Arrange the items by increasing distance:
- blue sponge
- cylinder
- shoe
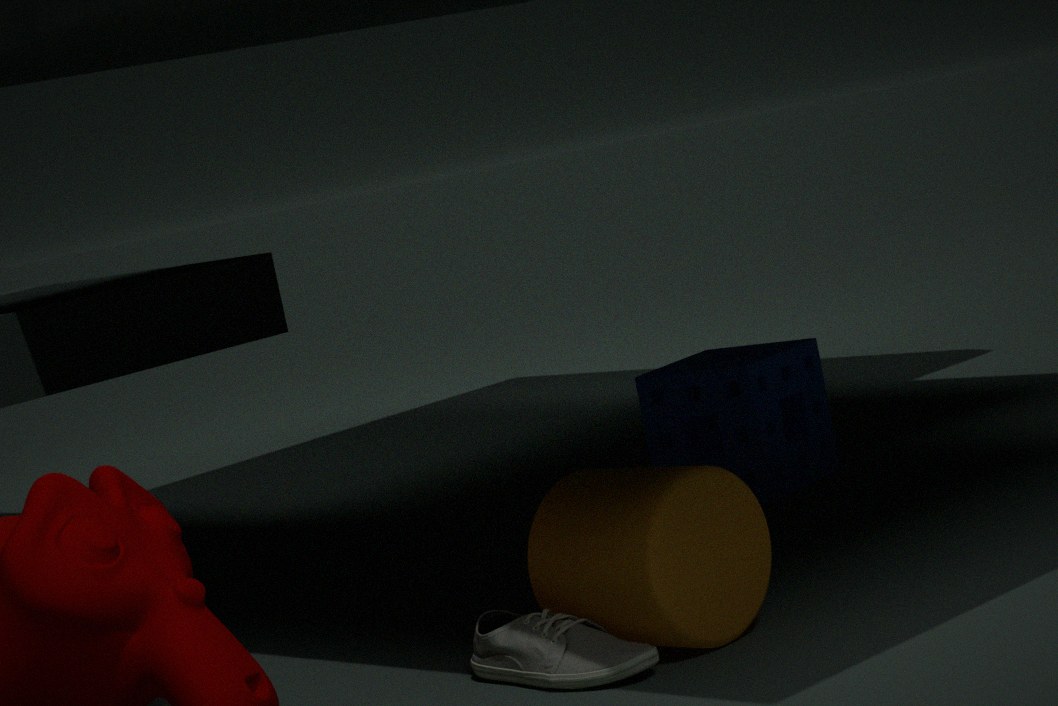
shoe, cylinder, blue sponge
